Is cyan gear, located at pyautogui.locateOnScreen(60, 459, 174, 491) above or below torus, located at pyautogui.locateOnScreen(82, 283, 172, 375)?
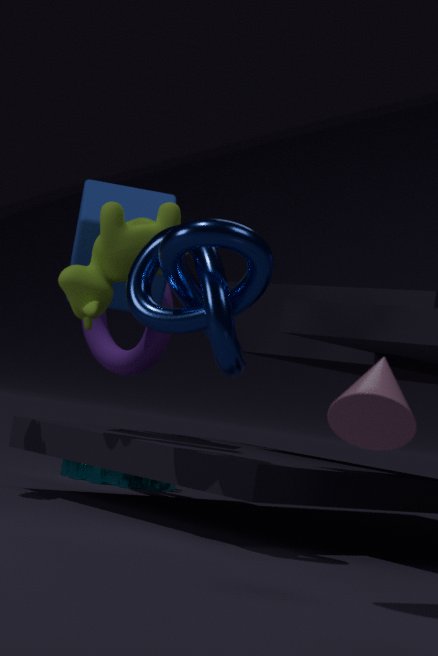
below
